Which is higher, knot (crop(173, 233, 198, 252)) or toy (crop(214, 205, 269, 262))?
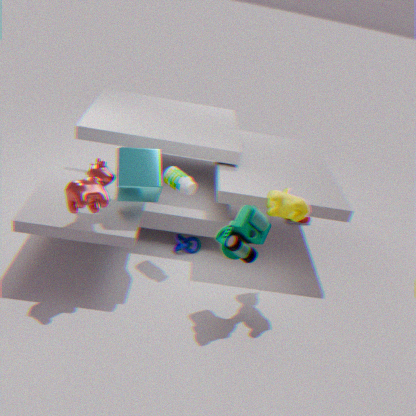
toy (crop(214, 205, 269, 262))
